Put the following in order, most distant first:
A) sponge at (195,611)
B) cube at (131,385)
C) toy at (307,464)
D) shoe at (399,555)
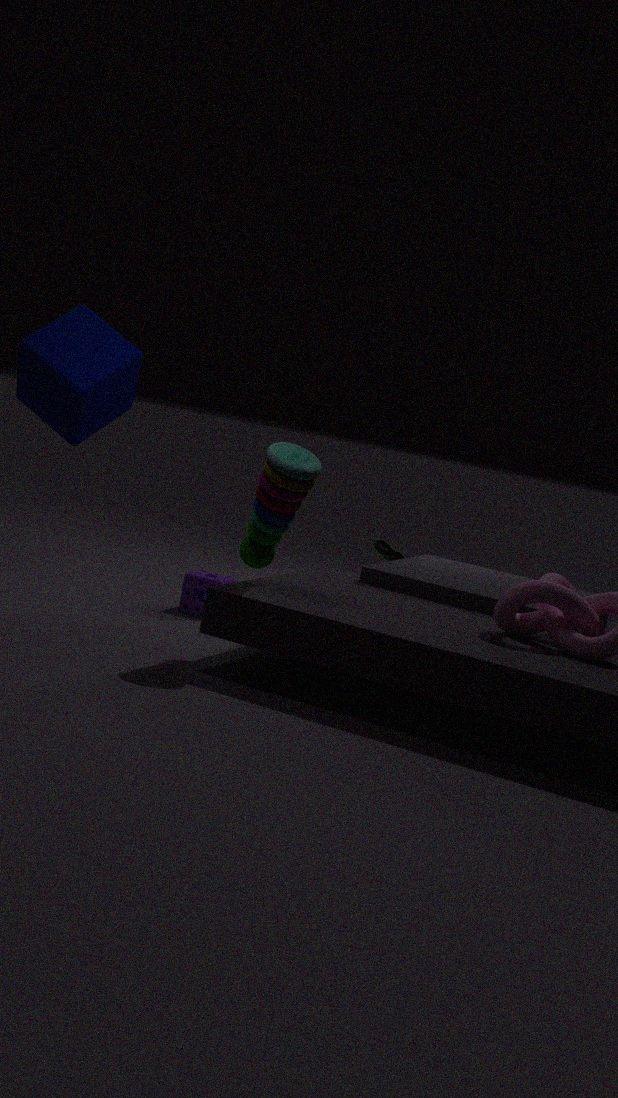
shoe at (399,555) < sponge at (195,611) < cube at (131,385) < toy at (307,464)
